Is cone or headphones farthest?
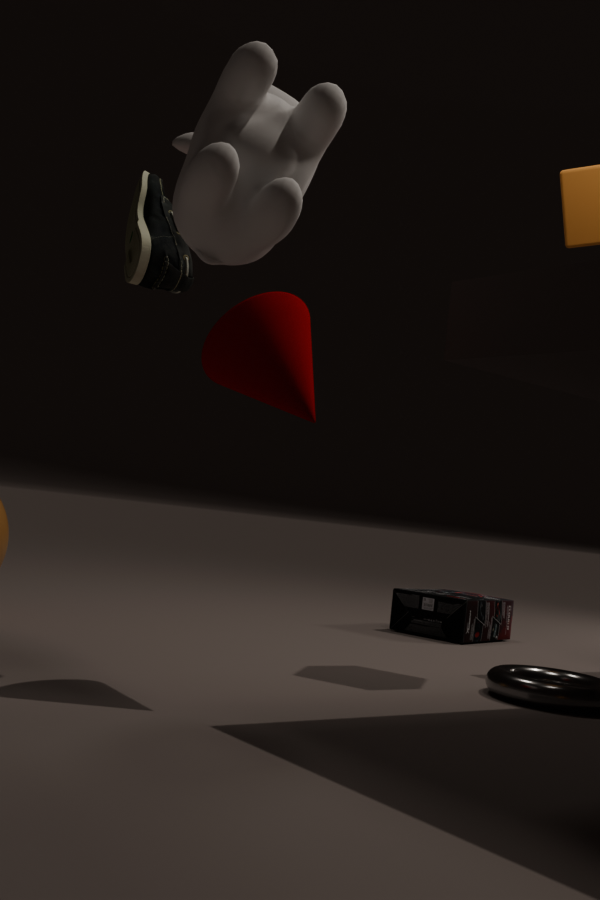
headphones
